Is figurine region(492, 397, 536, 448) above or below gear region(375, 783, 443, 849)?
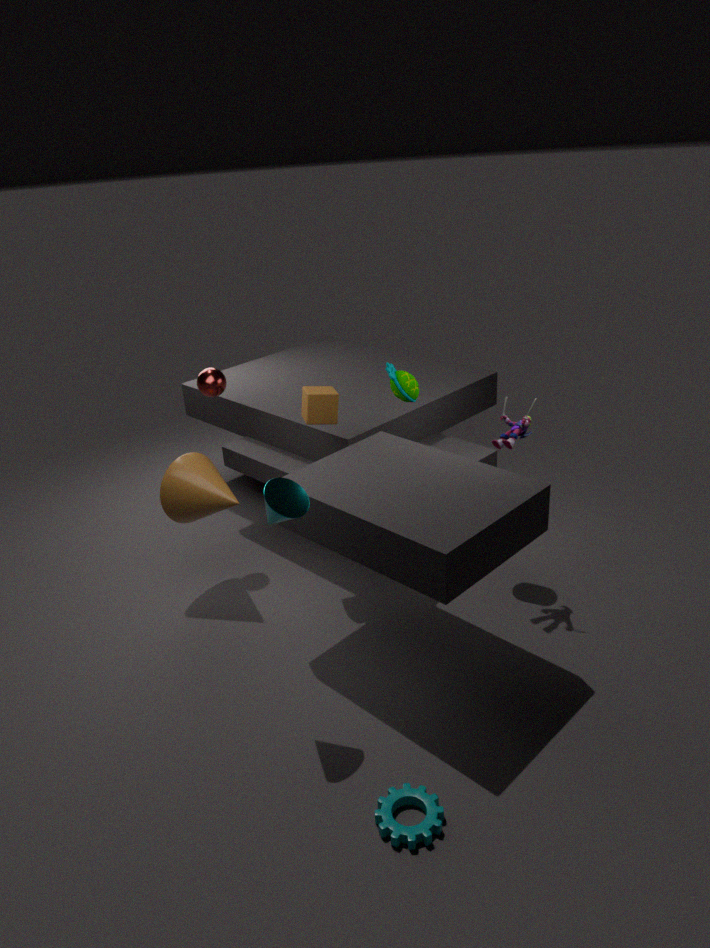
above
